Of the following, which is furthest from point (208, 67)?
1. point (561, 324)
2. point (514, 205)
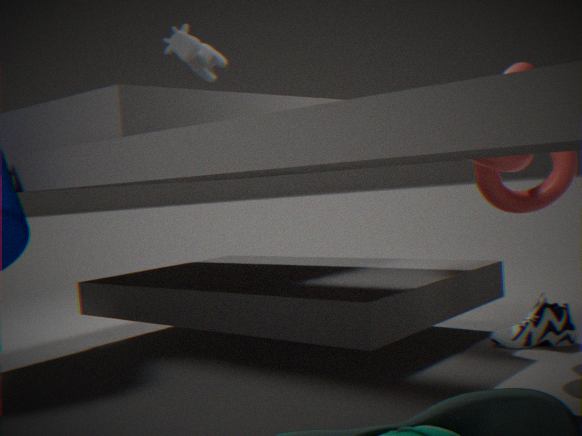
point (561, 324)
